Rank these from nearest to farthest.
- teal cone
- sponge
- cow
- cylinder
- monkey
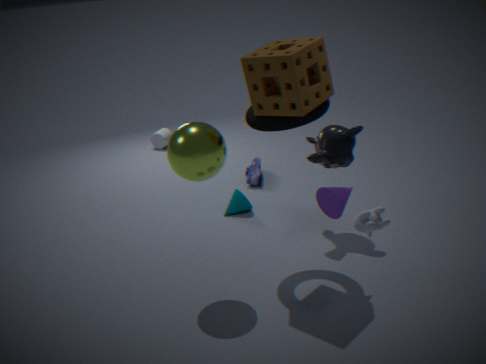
cow → sponge → monkey → teal cone → cylinder
